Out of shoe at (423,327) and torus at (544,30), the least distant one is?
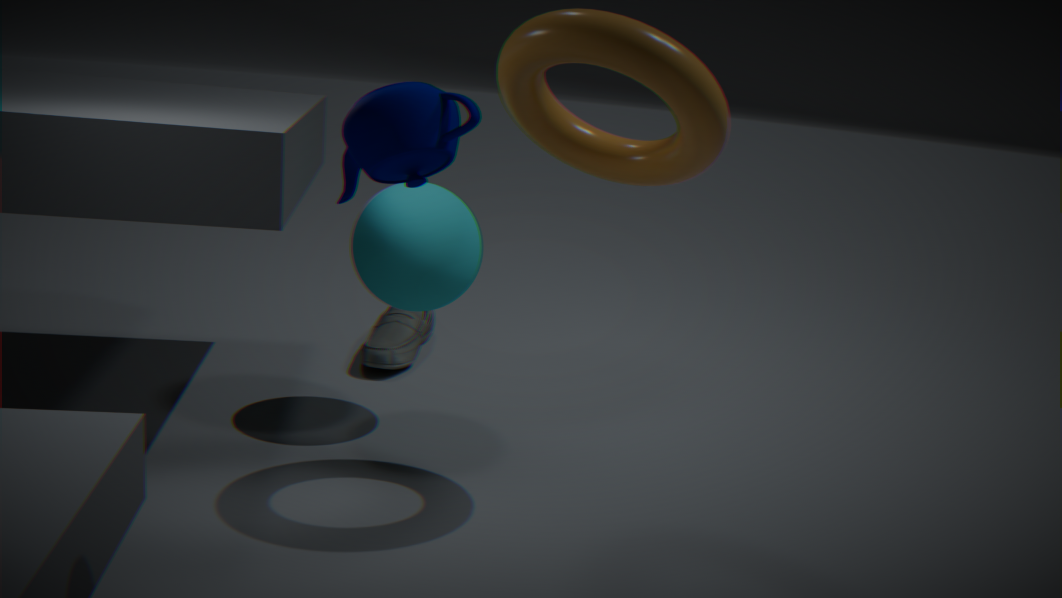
torus at (544,30)
